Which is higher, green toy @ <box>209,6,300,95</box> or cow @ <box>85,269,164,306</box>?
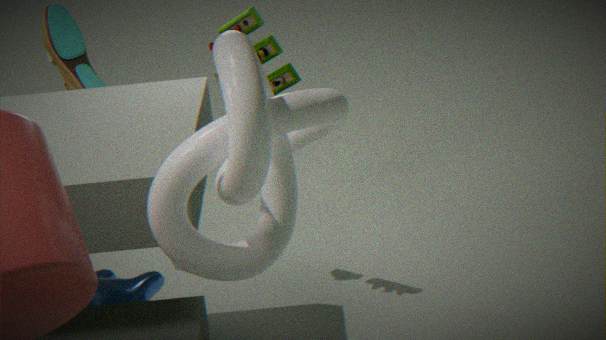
green toy @ <box>209,6,300,95</box>
